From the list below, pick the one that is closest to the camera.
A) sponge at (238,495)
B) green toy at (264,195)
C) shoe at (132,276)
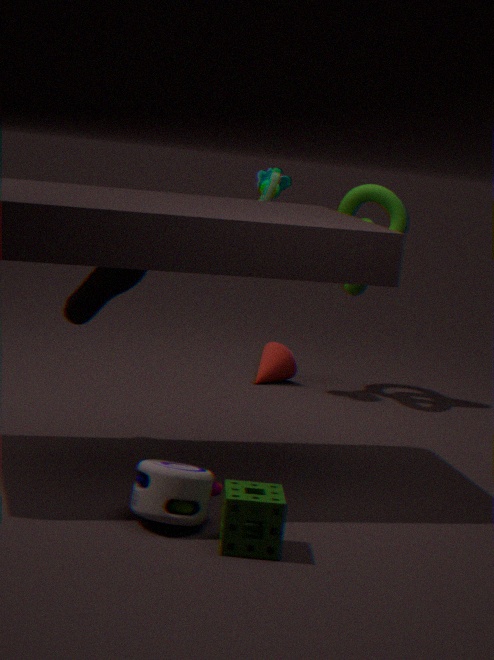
sponge at (238,495)
